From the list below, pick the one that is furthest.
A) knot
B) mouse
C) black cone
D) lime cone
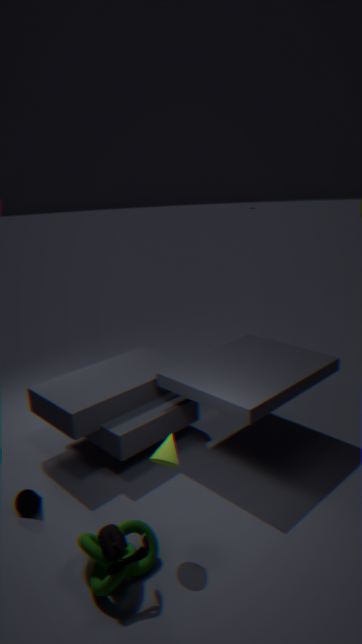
black cone
